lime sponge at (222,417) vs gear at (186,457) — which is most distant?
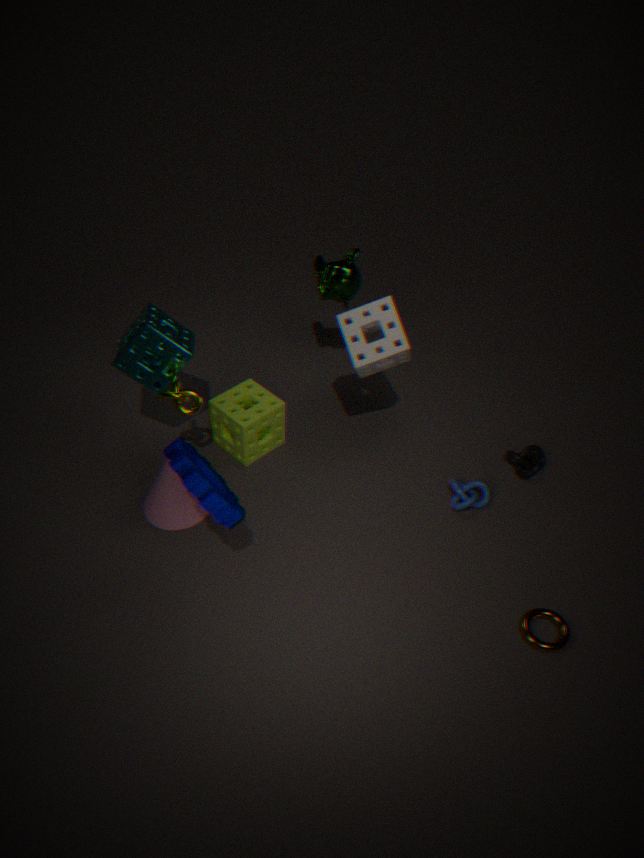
lime sponge at (222,417)
